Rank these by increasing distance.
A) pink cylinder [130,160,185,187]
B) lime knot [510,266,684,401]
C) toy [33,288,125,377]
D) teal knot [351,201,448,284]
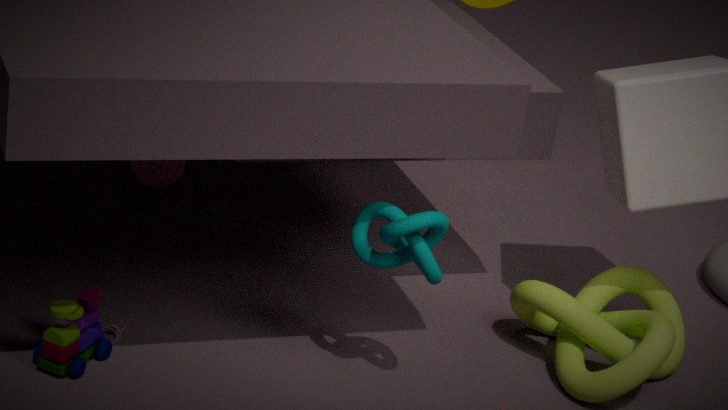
teal knot [351,201,448,284], toy [33,288,125,377], lime knot [510,266,684,401], pink cylinder [130,160,185,187]
